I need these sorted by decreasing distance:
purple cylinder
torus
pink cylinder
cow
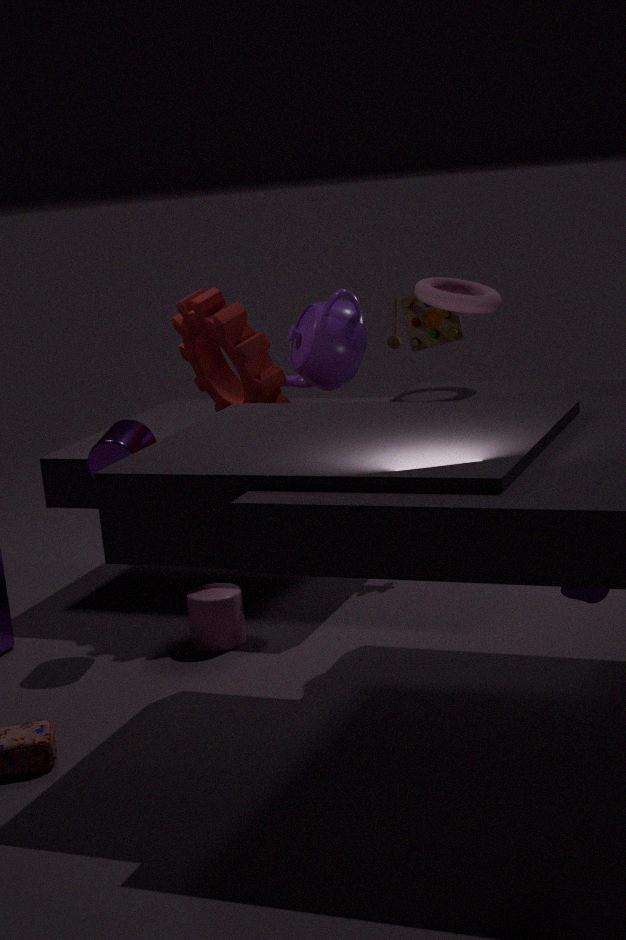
pink cylinder < purple cylinder < torus < cow
